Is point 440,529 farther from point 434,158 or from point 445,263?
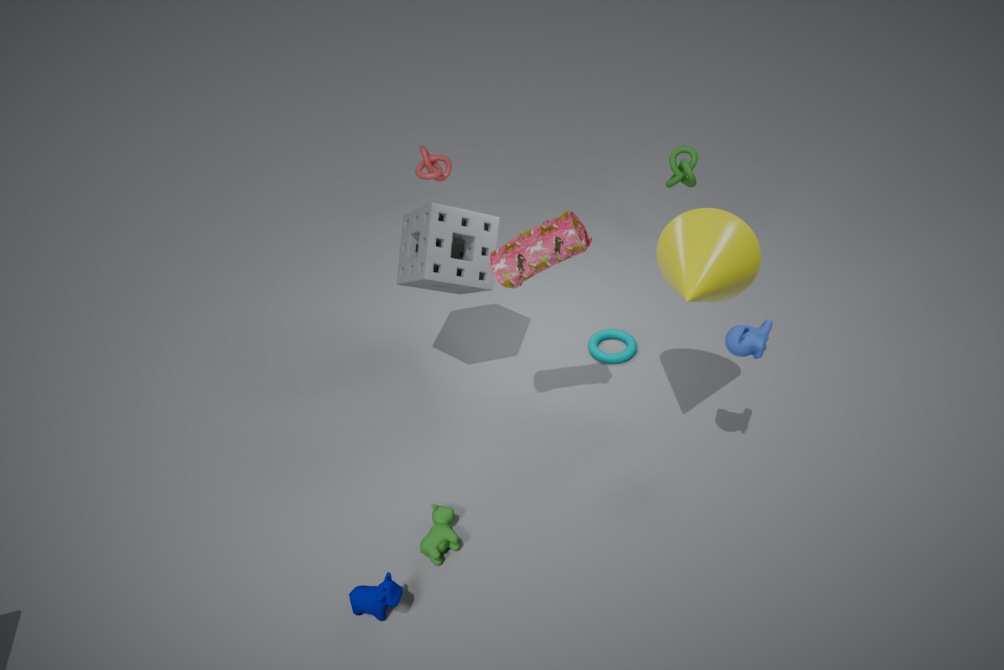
point 434,158
